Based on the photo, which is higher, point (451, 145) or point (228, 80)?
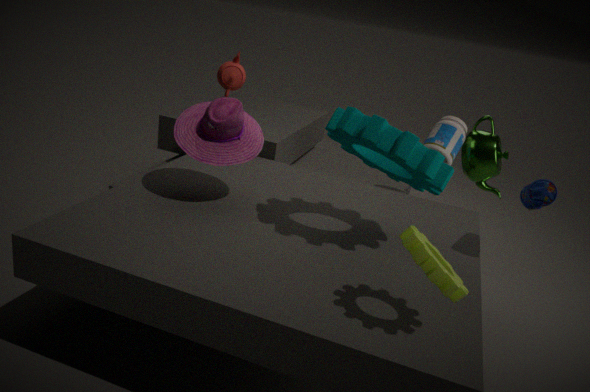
point (228, 80)
